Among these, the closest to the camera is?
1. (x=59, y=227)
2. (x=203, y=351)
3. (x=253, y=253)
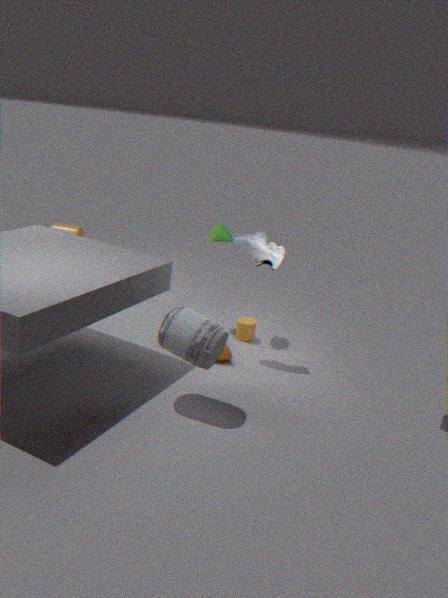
(x=203, y=351)
